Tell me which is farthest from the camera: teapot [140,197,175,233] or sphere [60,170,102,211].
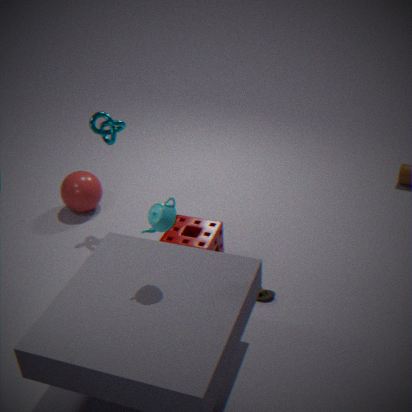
sphere [60,170,102,211]
